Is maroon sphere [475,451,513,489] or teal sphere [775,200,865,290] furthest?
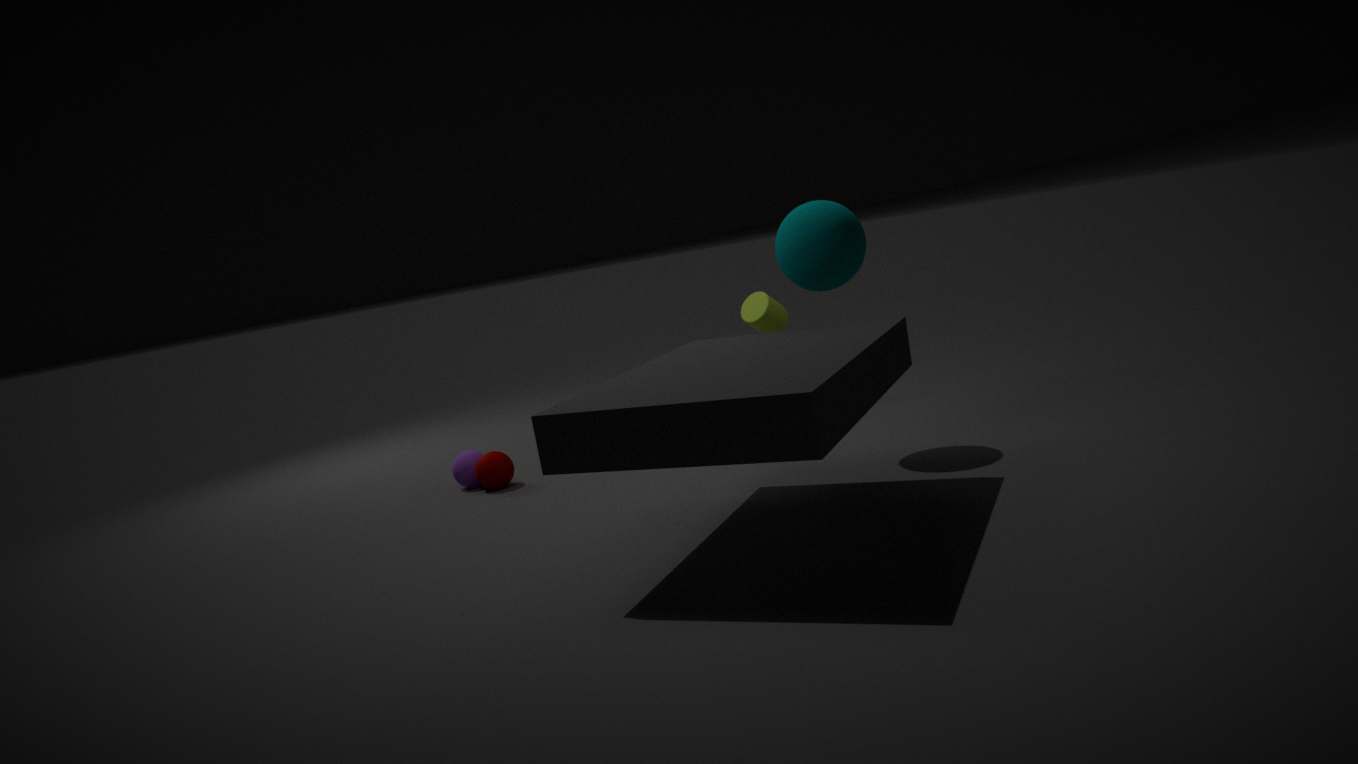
maroon sphere [475,451,513,489]
